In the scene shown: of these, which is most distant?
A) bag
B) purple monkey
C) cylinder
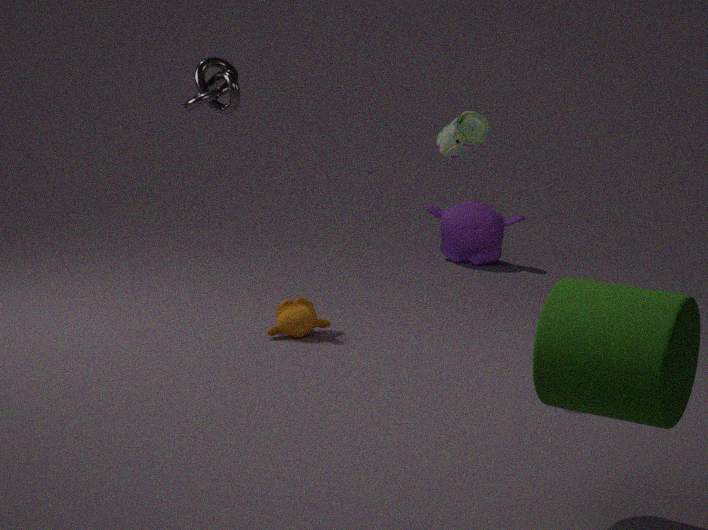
purple monkey
